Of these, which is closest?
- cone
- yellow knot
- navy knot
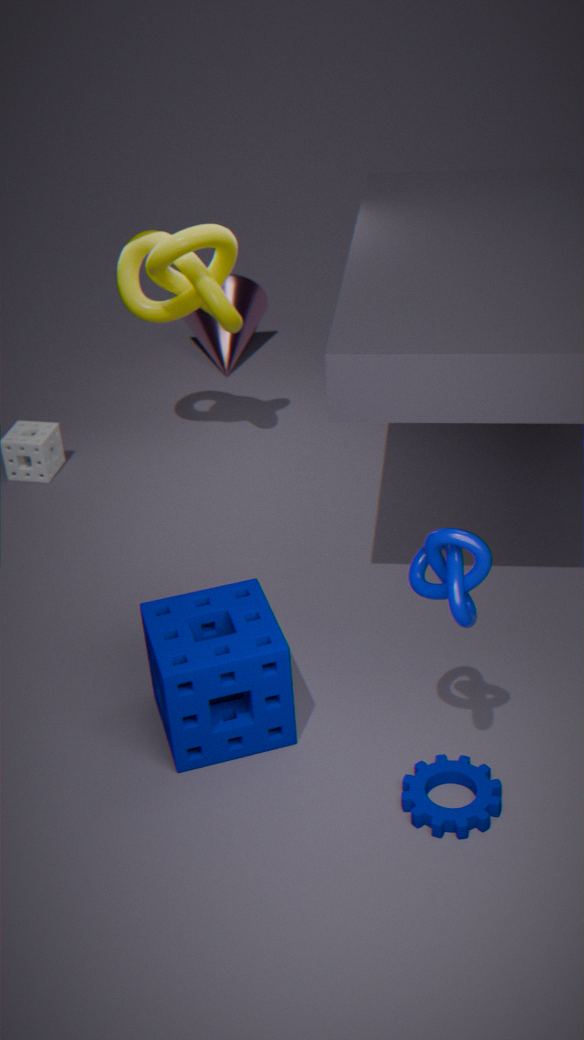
navy knot
